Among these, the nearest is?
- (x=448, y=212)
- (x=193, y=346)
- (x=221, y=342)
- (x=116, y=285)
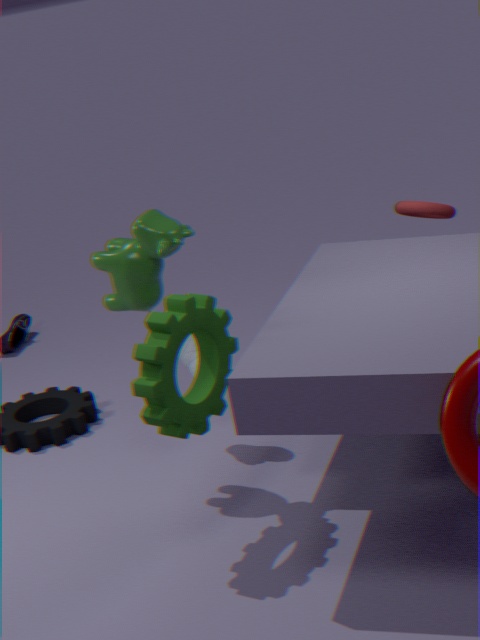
(x=221, y=342)
